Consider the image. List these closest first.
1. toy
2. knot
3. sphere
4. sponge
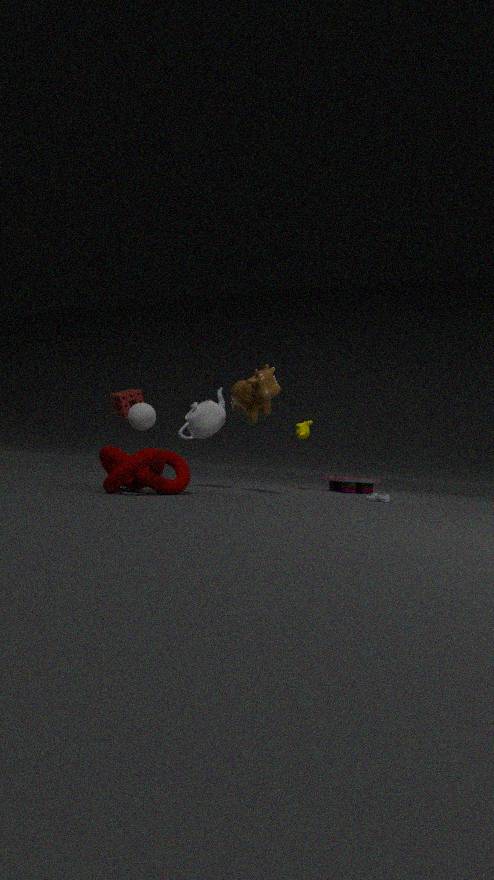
1. knot
2. sphere
3. sponge
4. toy
